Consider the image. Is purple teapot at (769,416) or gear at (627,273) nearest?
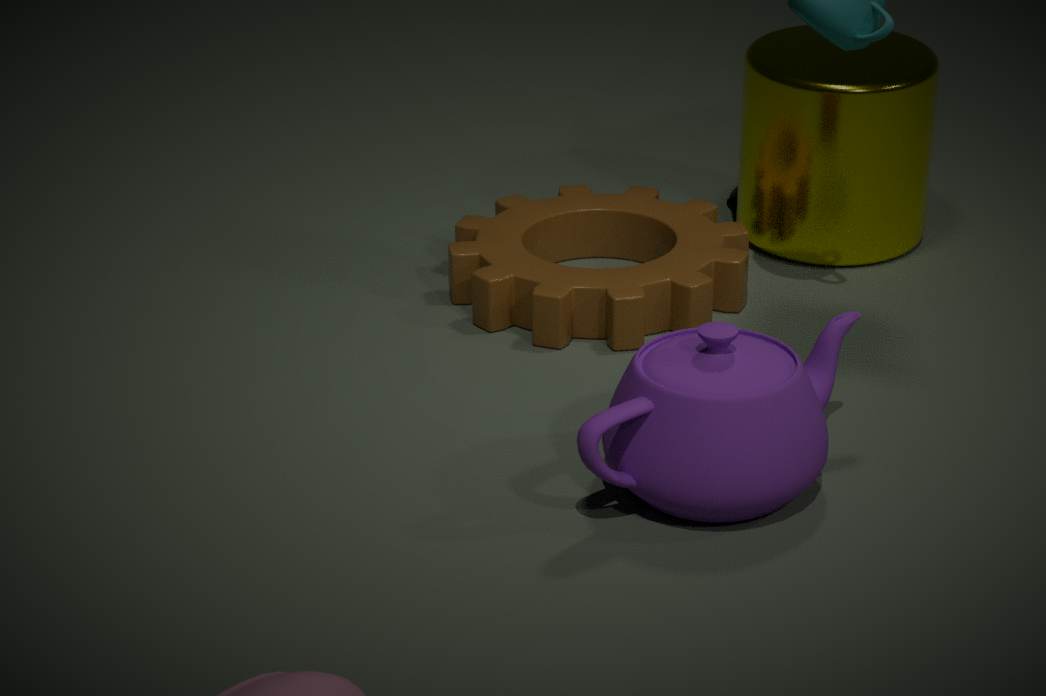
purple teapot at (769,416)
